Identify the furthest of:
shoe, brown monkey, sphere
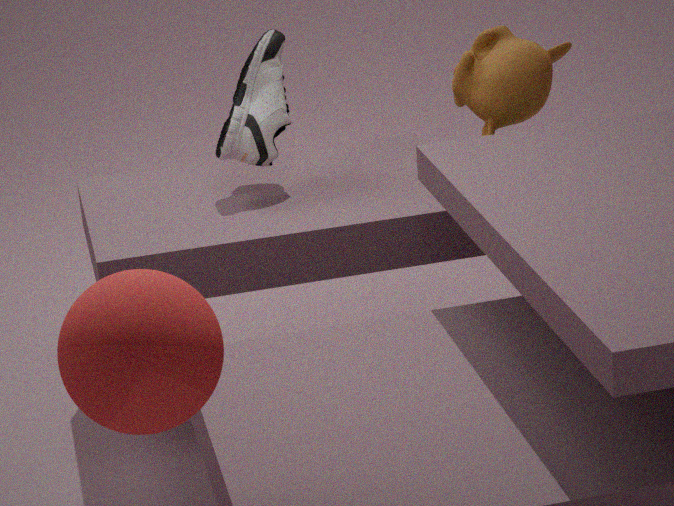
brown monkey
